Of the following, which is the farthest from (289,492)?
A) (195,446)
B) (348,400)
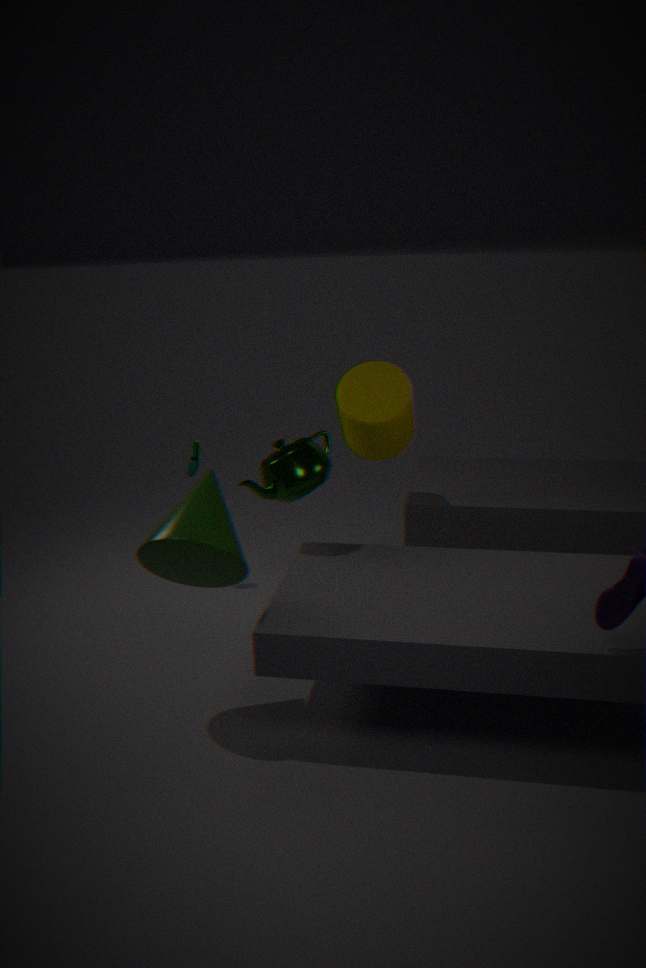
(195,446)
